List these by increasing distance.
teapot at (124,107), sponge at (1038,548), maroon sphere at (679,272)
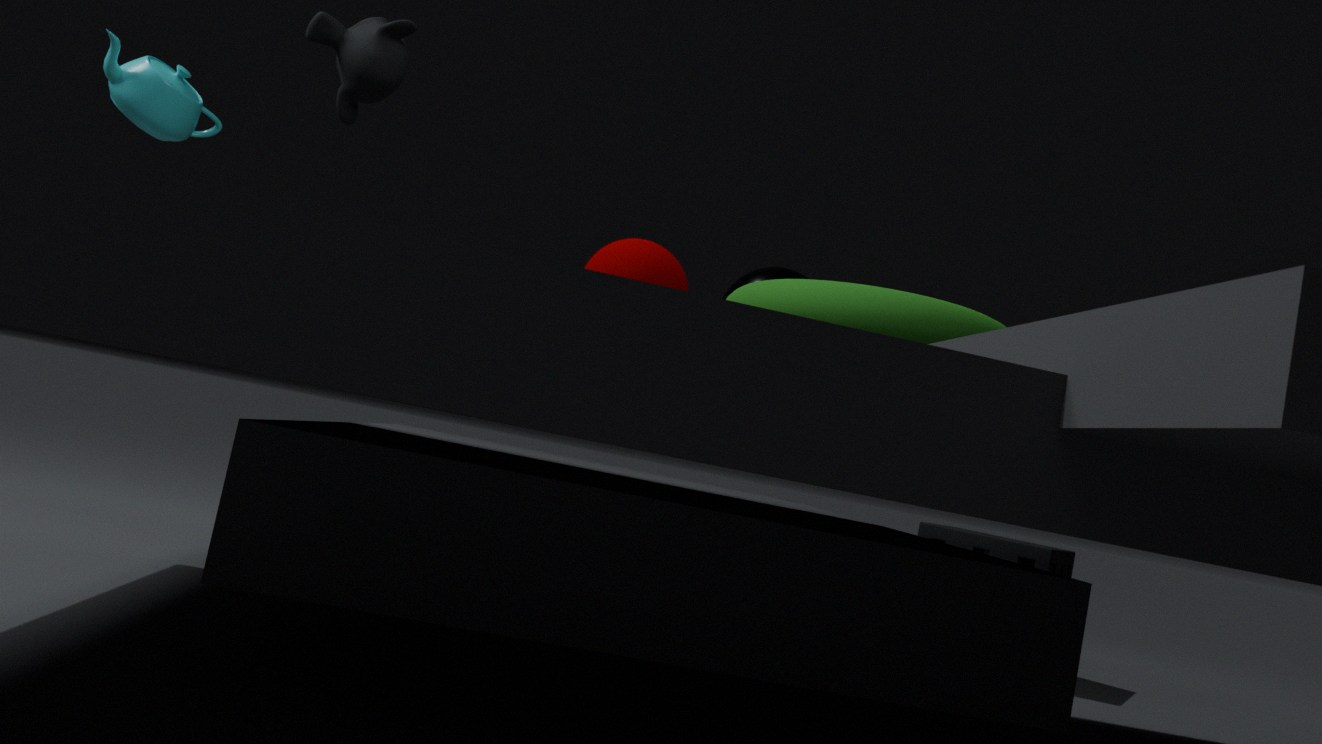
maroon sphere at (679,272), teapot at (124,107), sponge at (1038,548)
